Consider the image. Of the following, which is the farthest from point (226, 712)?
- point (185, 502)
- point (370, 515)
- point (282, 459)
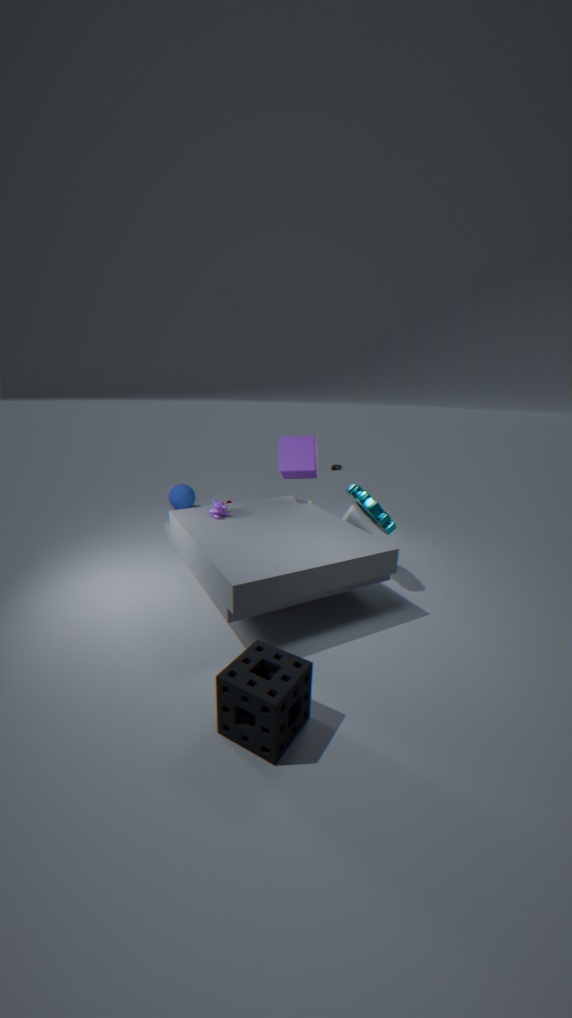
point (185, 502)
